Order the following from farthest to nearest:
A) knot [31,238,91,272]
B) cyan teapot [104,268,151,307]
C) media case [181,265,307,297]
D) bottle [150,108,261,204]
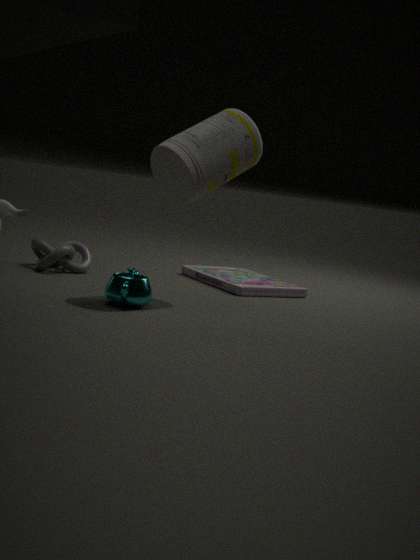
media case [181,265,307,297]
knot [31,238,91,272]
cyan teapot [104,268,151,307]
bottle [150,108,261,204]
